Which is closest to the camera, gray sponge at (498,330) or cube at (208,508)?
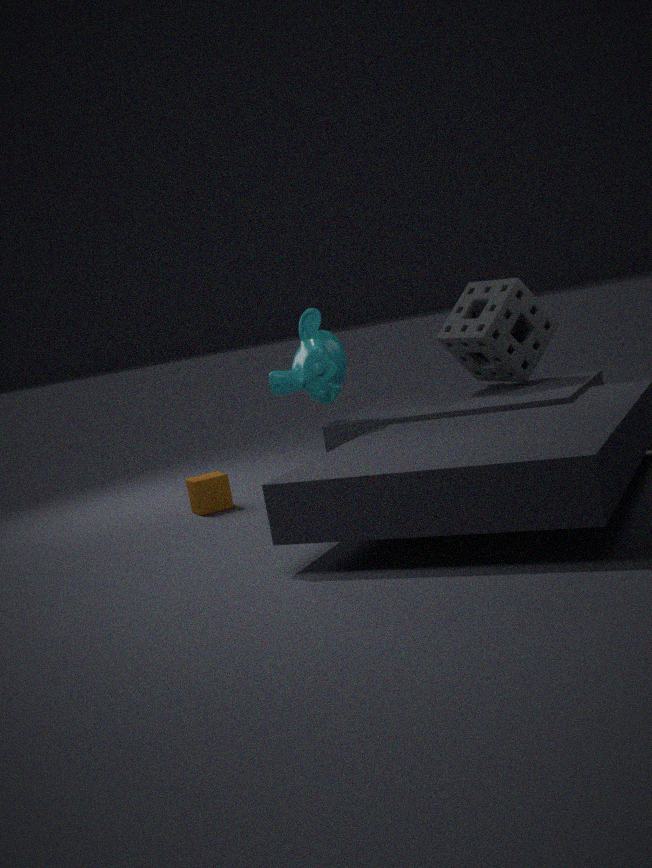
gray sponge at (498,330)
